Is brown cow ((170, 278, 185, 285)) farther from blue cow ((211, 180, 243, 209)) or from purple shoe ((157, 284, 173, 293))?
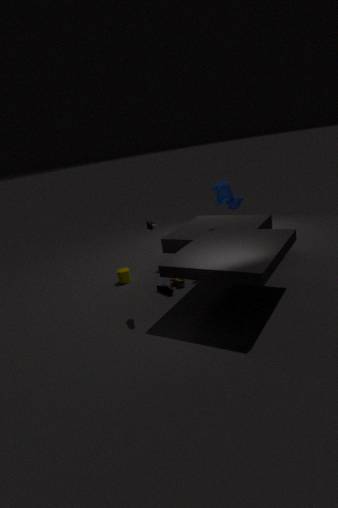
blue cow ((211, 180, 243, 209))
